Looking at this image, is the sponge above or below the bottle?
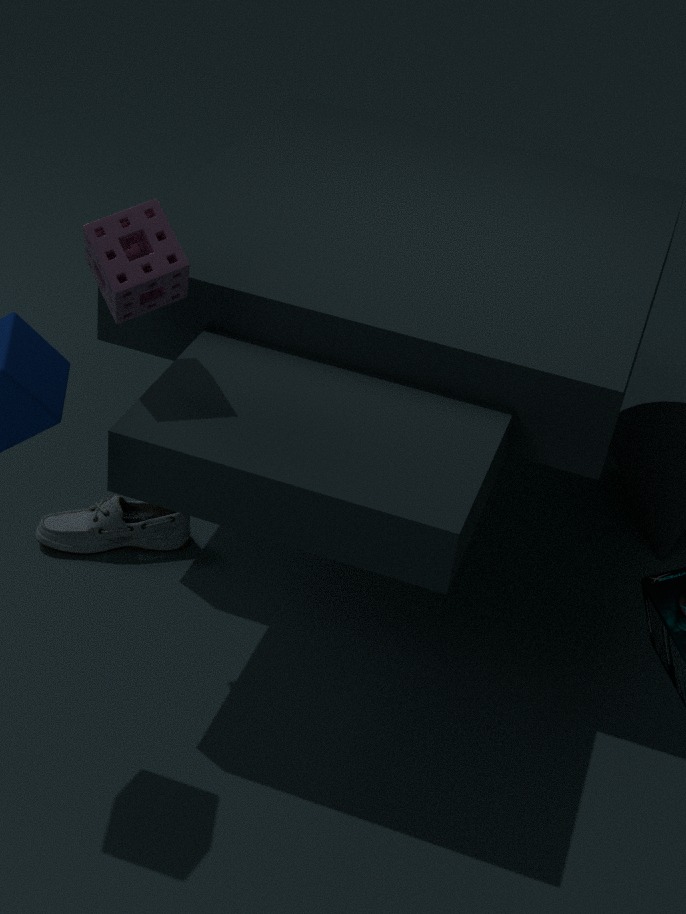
above
